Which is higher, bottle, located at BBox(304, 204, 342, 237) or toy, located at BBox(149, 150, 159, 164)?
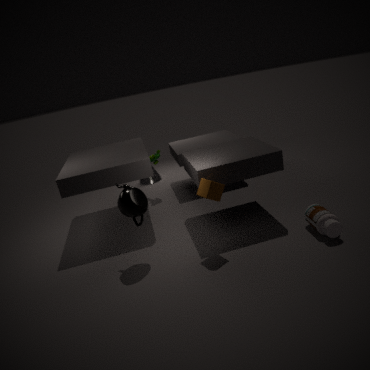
toy, located at BBox(149, 150, 159, 164)
